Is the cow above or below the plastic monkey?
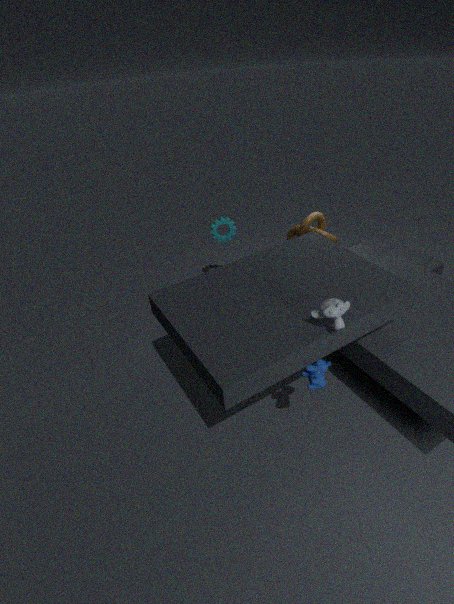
below
